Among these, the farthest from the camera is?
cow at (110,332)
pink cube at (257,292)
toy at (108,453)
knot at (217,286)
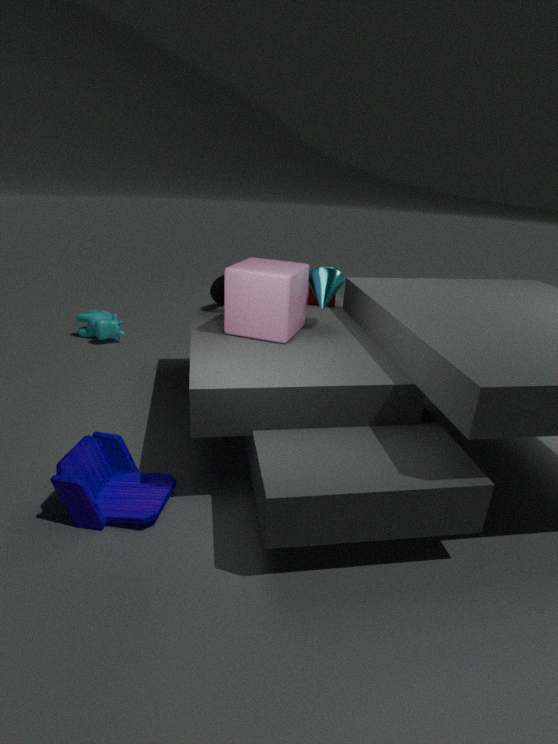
cow at (110,332)
